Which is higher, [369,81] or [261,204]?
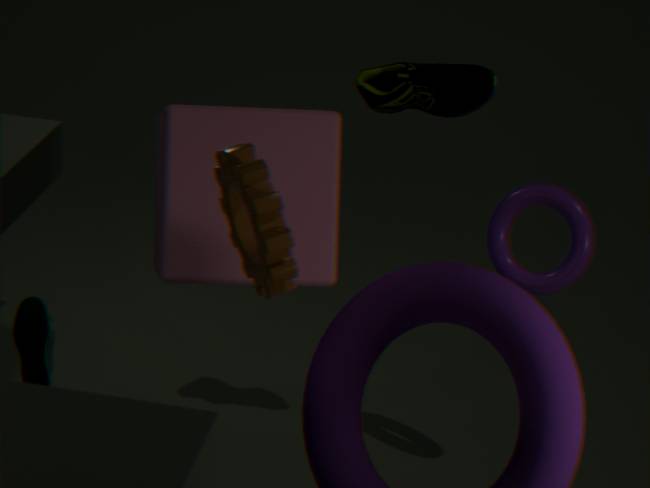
[261,204]
